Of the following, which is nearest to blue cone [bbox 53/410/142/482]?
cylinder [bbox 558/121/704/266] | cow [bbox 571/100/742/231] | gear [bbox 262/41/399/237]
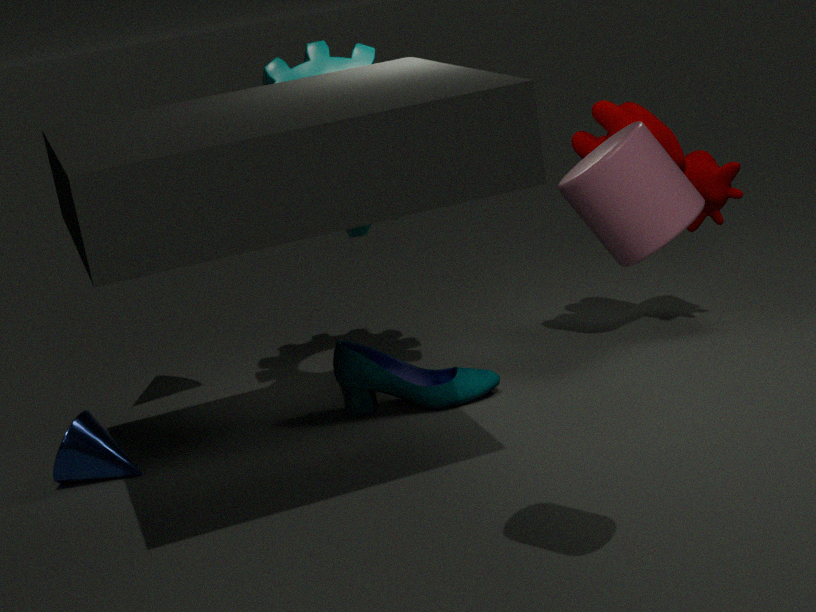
gear [bbox 262/41/399/237]
